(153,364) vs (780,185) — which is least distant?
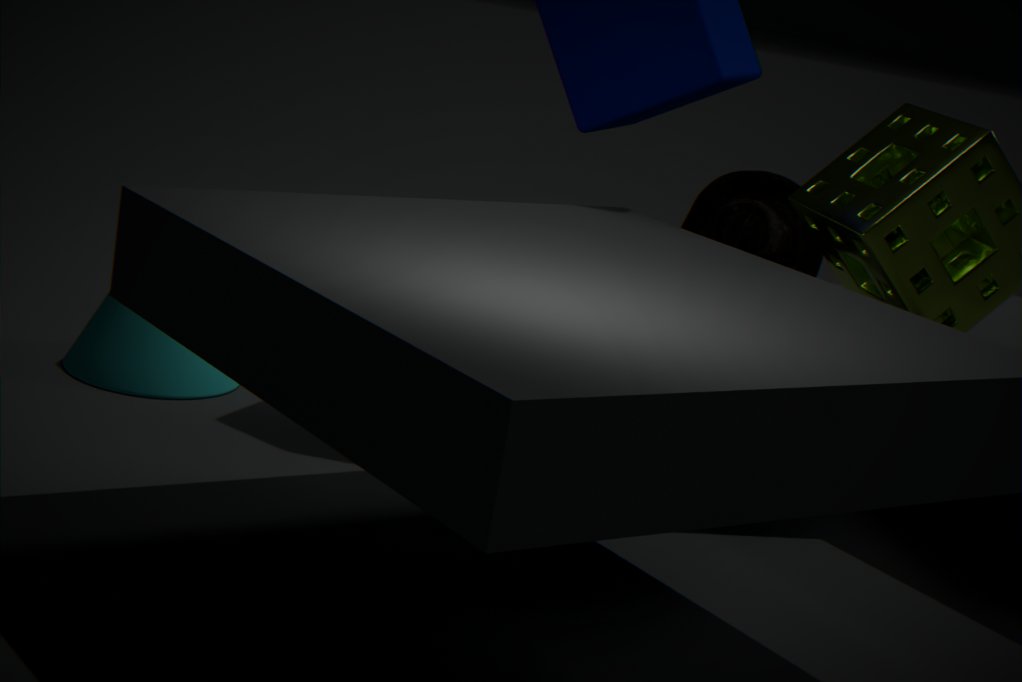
(153,364)
